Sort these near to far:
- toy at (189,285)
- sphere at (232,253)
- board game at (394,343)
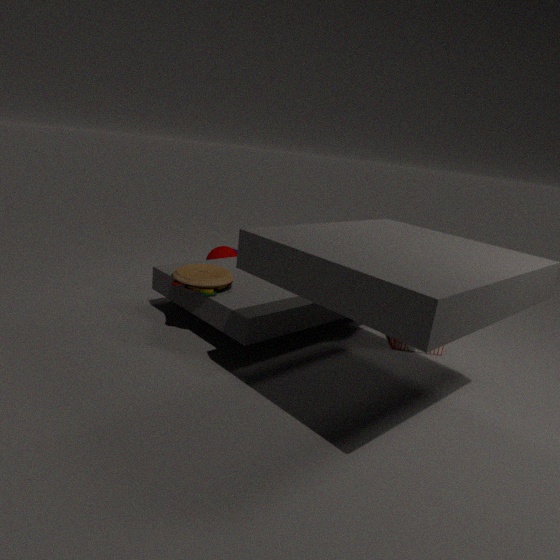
toy at (189,285), board game at (394,343), sphere at (232,253)
